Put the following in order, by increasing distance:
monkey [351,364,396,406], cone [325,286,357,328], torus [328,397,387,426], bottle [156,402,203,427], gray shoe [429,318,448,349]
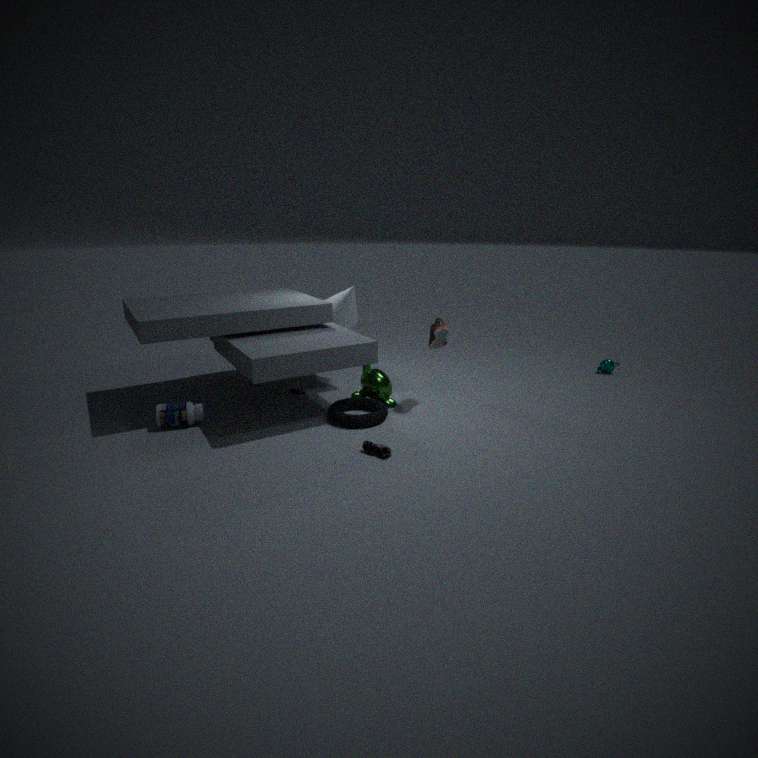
bottle [156,402,203,427]
torus [328,397,387,426]
gray shoe [429,318,448,349]
monkey [351,364,396,406]
cone [325,286,357,328]
